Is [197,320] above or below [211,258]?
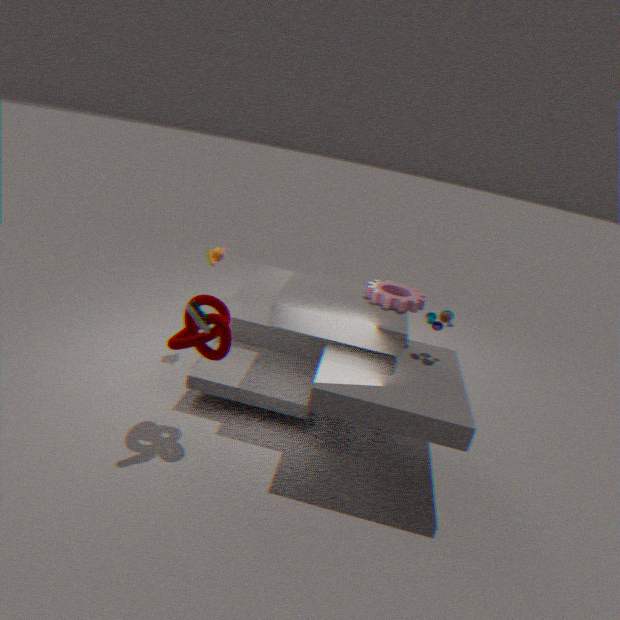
below
